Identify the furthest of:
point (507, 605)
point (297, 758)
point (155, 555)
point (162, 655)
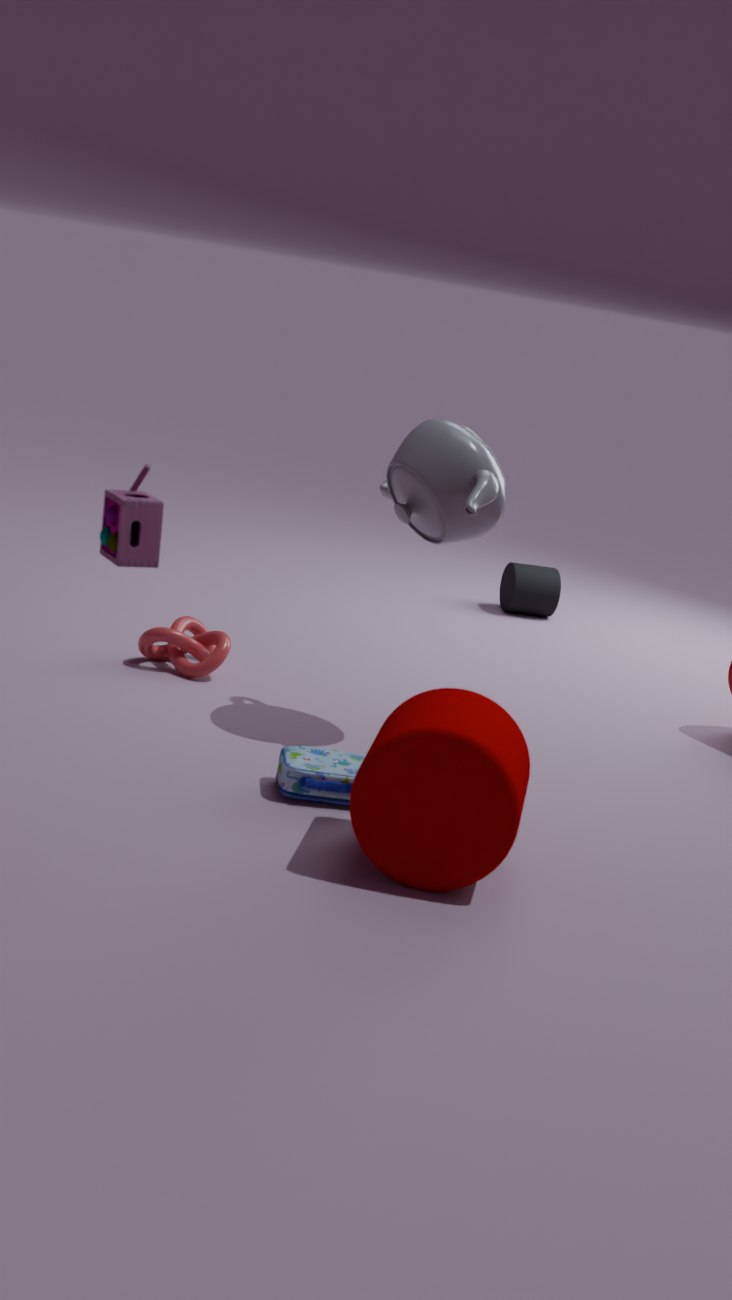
point (507, 605)
